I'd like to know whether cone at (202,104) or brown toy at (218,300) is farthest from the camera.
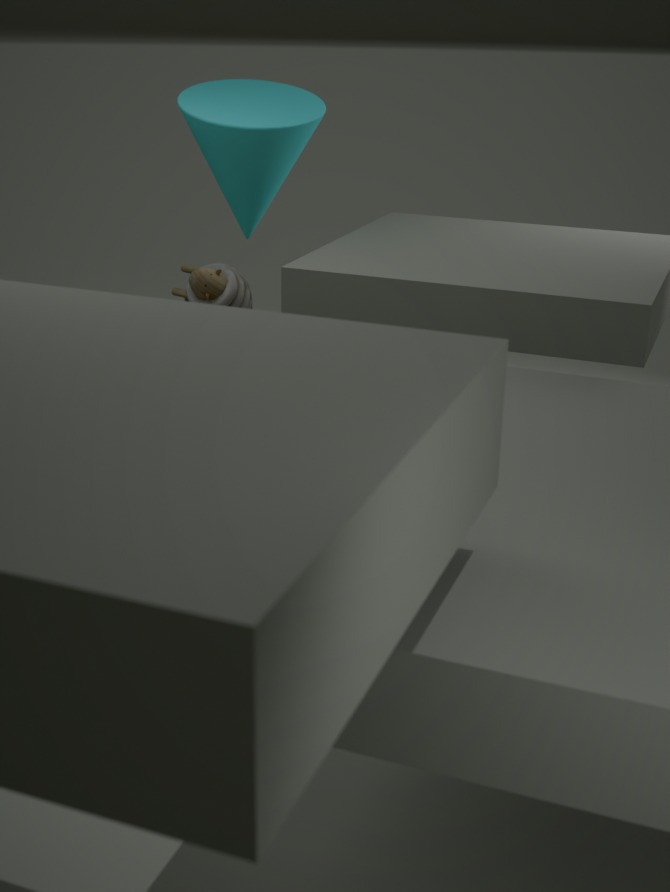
cone at (202,104)
